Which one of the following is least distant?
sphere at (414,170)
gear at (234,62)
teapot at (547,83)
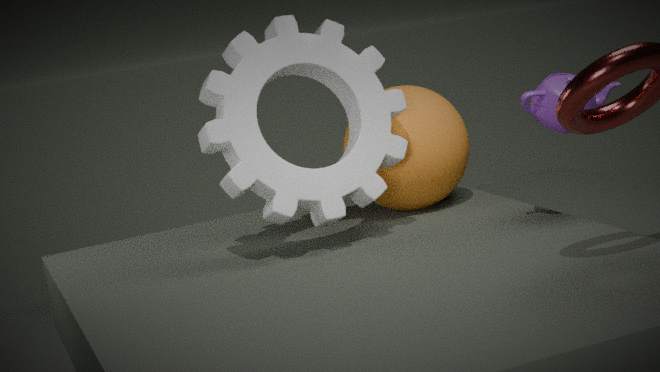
teapot at (547,83)
